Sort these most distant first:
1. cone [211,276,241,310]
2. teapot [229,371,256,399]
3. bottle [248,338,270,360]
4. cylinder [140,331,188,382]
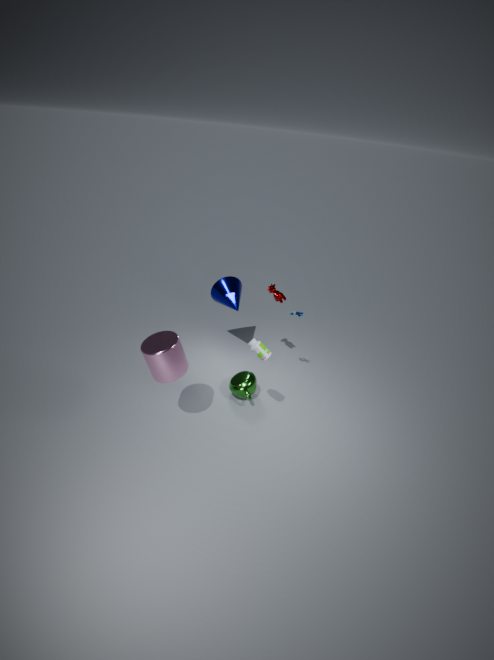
1. cone [211,276,241,310]
2. teapot [229,371,256,399]
3. bottle [248,338,270,360]
4. cylinder [140,331,188,382]
